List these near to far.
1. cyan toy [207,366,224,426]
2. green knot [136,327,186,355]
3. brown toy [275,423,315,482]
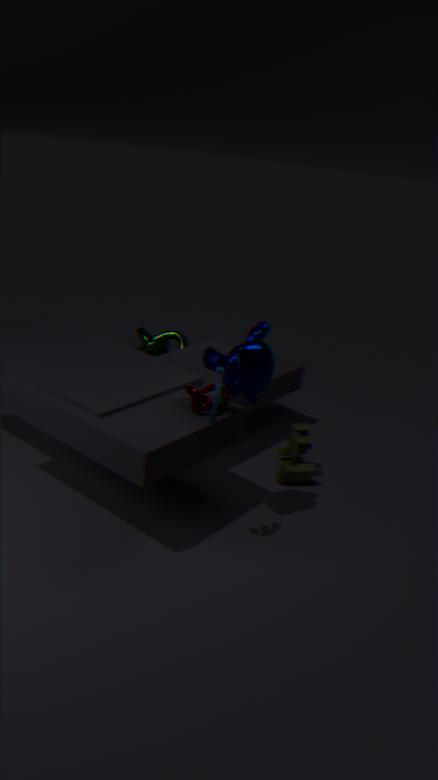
cyan toy [207,366,224,426], brown toy [275,423,315,482], green knot [136,327,186,355]
